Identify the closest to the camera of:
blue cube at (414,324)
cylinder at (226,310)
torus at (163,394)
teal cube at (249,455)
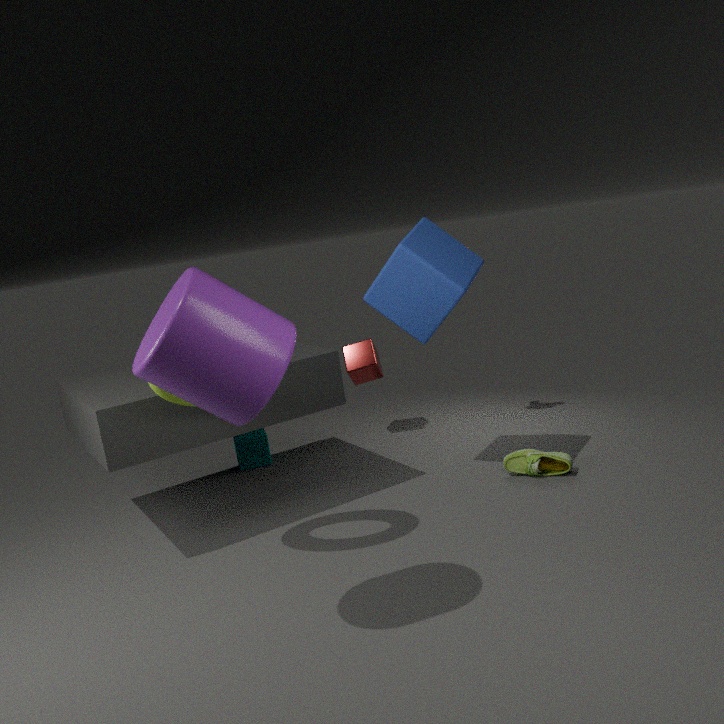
cylinder at (226,310)
